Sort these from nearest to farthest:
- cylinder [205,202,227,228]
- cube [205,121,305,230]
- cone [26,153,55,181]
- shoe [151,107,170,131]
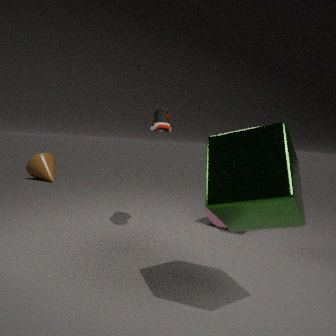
cube [205,121,305,230]
shoe [151,107,170,131]
cylinder [205,202,227,228]
cone [26,153,55,181]
